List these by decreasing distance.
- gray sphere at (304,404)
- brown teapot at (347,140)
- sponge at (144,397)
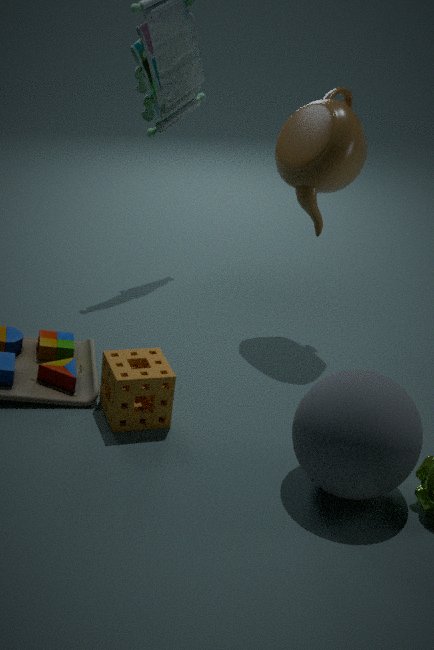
brown teapot at (347,140) < sponge at (144,397) < gray sphere at (304,404)
